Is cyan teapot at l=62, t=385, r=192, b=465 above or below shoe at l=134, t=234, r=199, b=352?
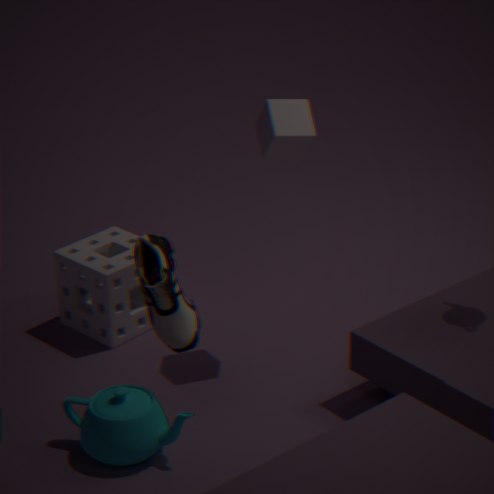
below
